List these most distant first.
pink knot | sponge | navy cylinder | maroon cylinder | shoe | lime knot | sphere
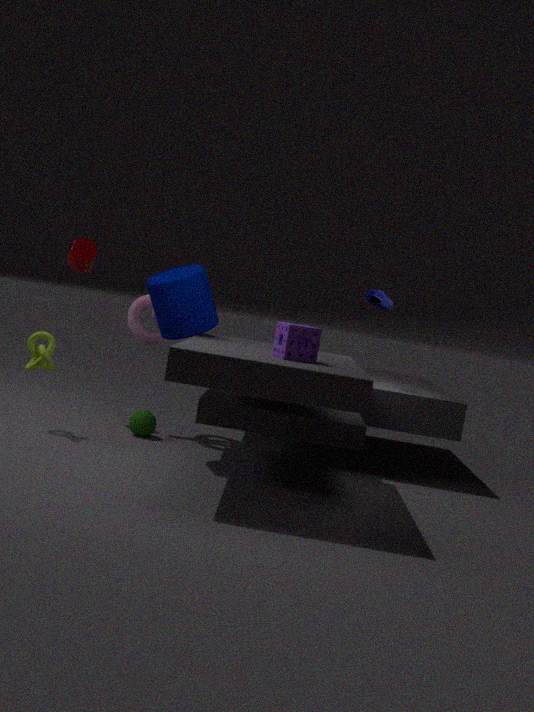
maroon cylinder < pink knot < shoe < sphere < lime knot < navy cylinder < sponge
